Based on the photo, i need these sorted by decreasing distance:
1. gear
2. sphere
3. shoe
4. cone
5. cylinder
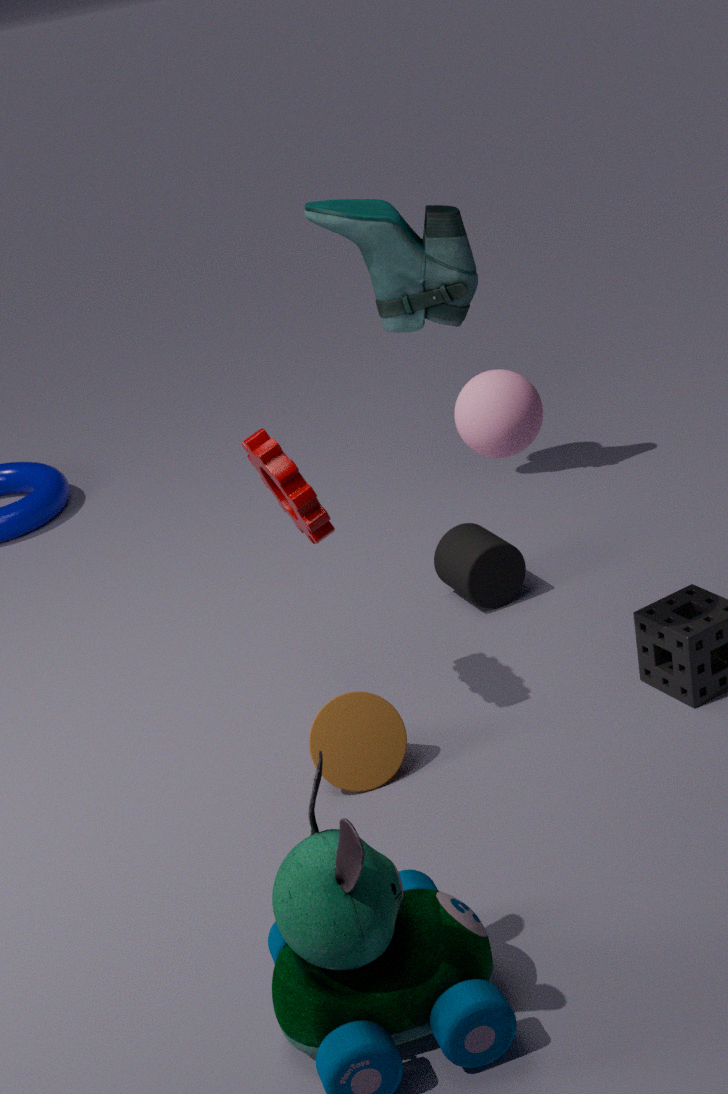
shoe
cylinder
cone
gear
sphere
